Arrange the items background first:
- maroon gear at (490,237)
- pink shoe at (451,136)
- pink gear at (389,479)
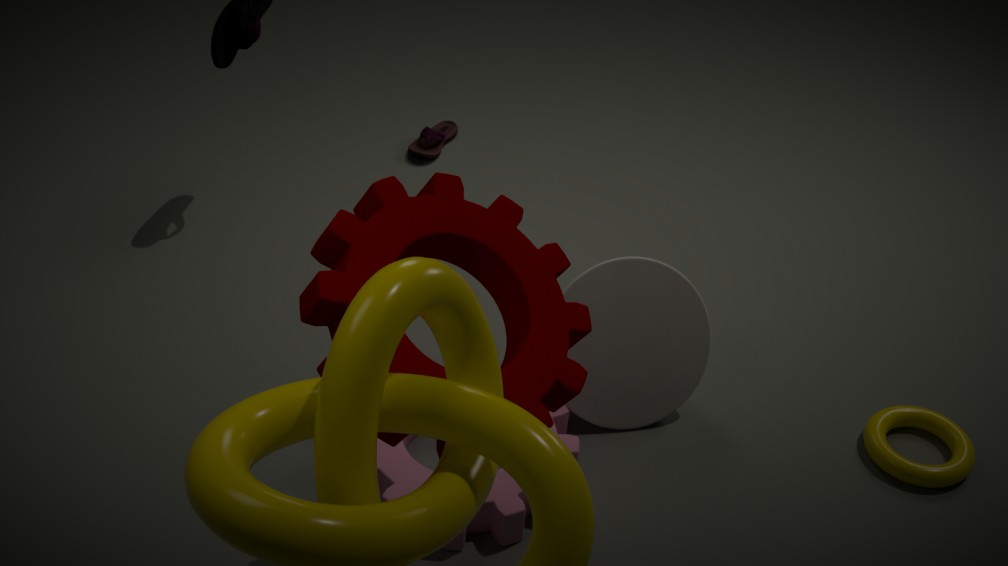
pink shoe at (451,136) < pink gear at (389,479) < maroon gear at (490,237)
